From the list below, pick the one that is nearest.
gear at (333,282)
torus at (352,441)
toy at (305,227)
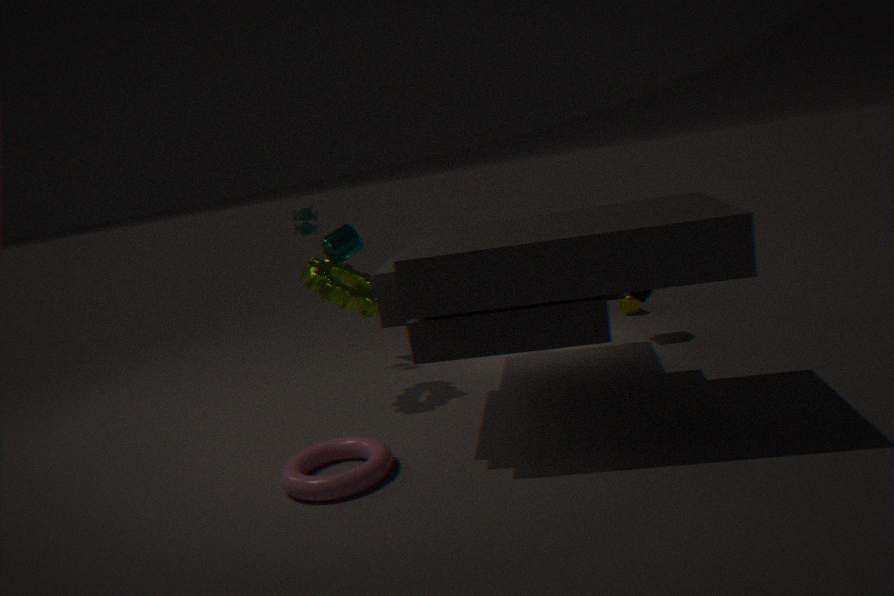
torus at (352,441)
